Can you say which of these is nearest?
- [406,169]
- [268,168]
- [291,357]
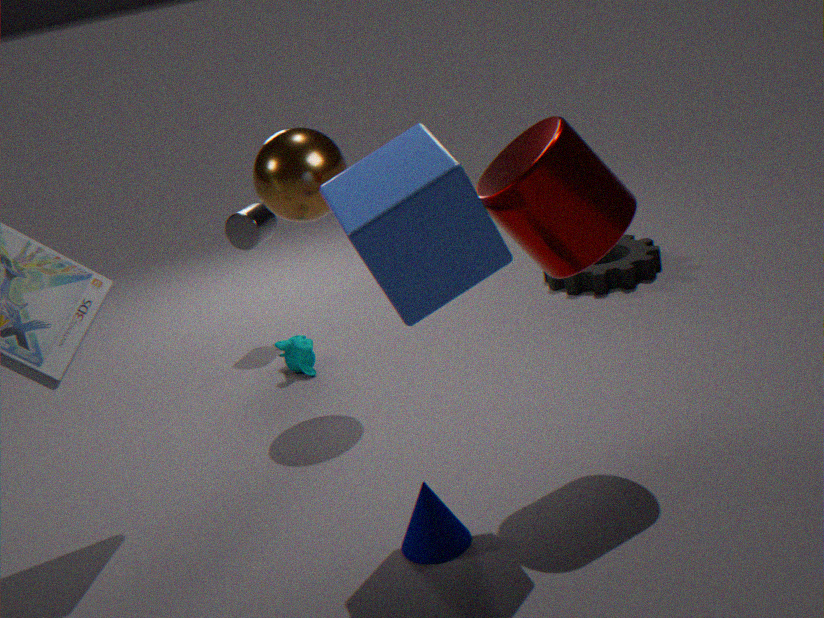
[406,169]
